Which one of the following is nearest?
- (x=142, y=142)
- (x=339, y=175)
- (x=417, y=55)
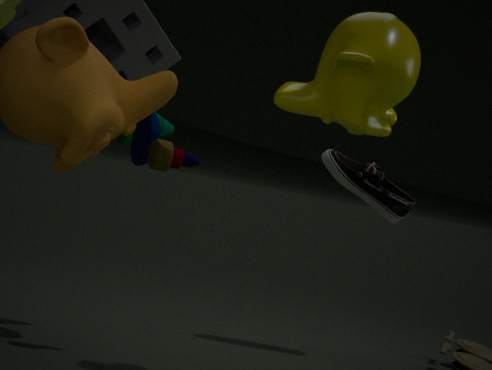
(x=417, y=55)
